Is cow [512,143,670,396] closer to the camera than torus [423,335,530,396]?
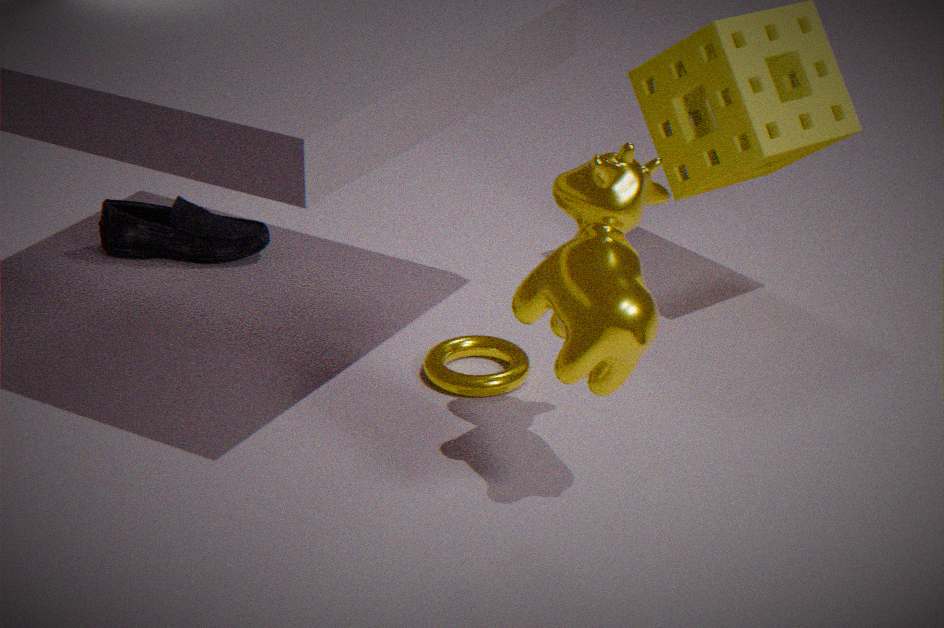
Yes
